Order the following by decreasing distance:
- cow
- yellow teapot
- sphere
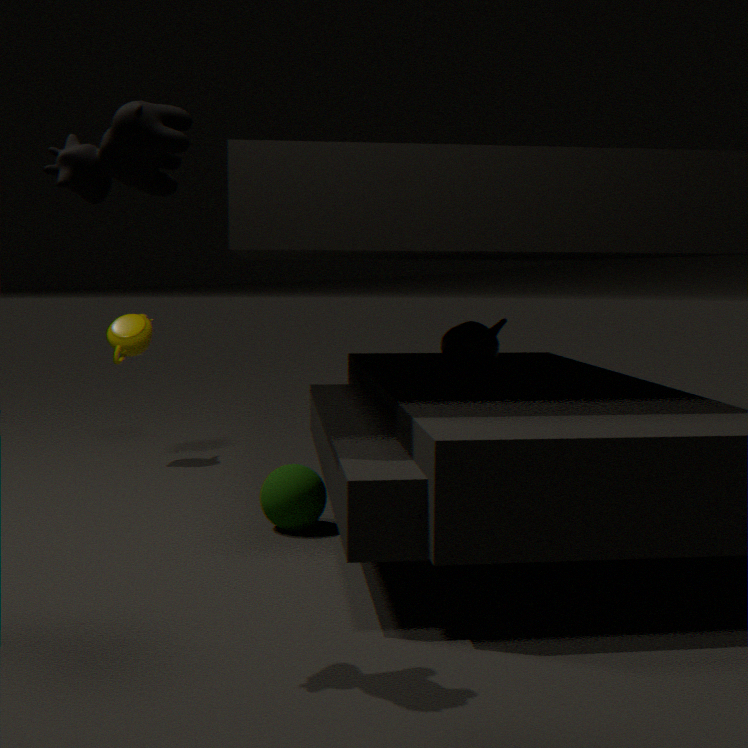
yellow teapot
sphere
cow
